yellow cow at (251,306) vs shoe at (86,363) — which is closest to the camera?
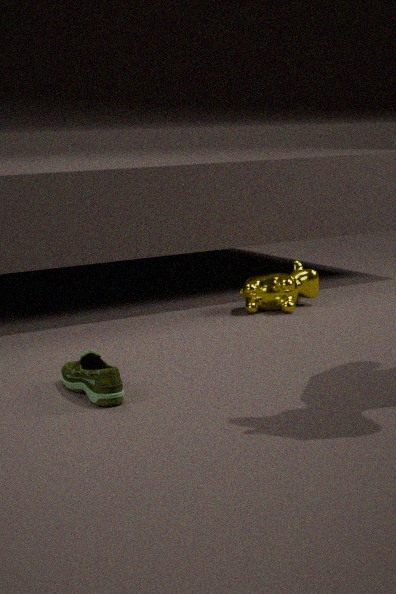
shoe at (86,363)
